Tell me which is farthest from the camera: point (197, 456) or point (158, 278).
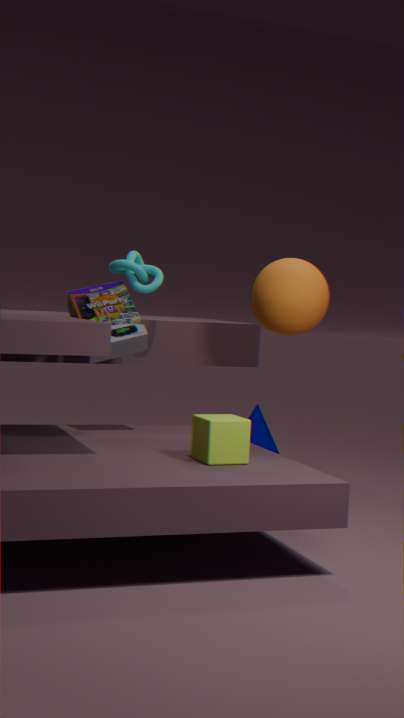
point (158, 278)
